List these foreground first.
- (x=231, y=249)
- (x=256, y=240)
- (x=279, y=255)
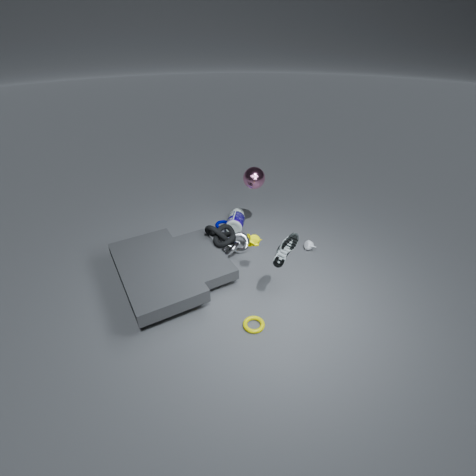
(x=279, y=255) → (x=256, y=240) → (x=231, y=249)
